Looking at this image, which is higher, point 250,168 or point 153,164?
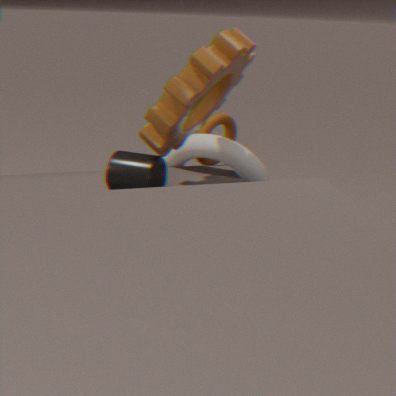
point 153,164
